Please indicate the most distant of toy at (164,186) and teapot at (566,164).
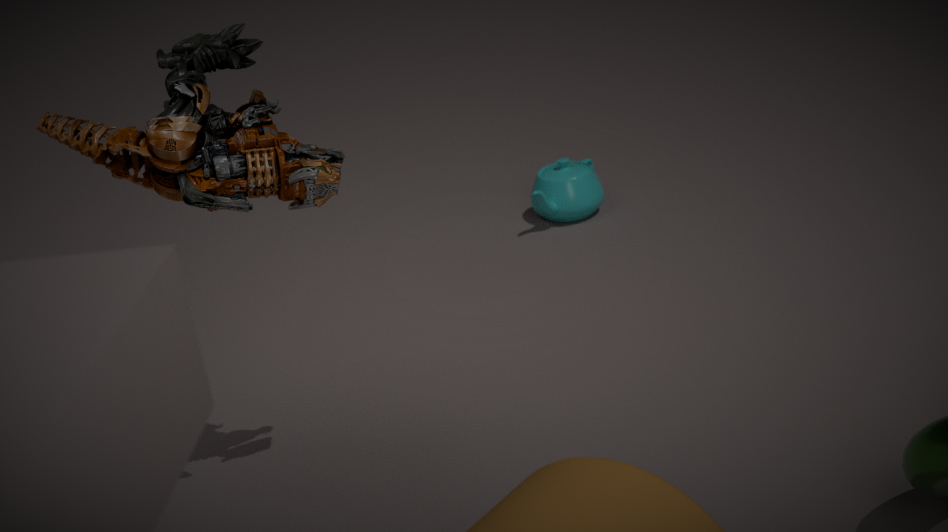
teapot at (566,164)
